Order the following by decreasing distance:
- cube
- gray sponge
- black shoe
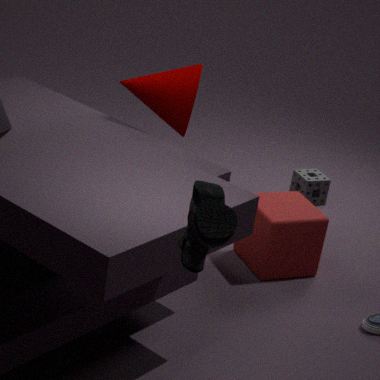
gray sponge
cube
black shoe
